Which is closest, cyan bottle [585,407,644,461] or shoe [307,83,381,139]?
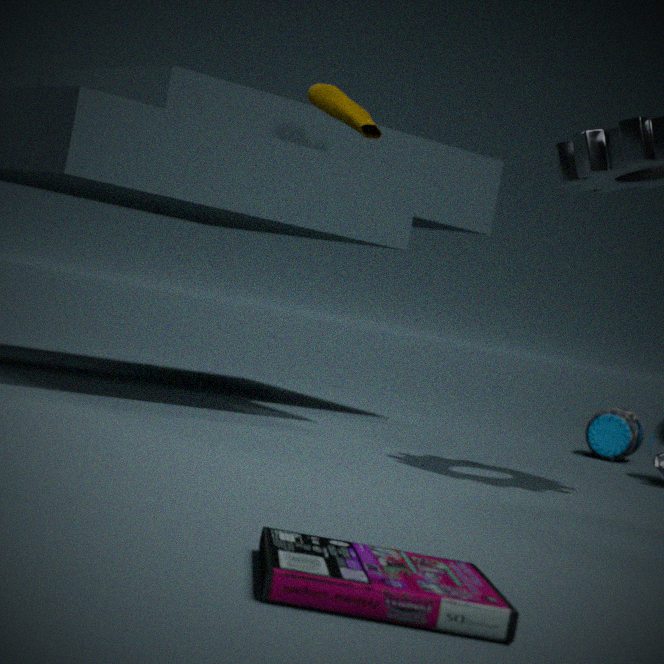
shoe [307,83,381,139]
